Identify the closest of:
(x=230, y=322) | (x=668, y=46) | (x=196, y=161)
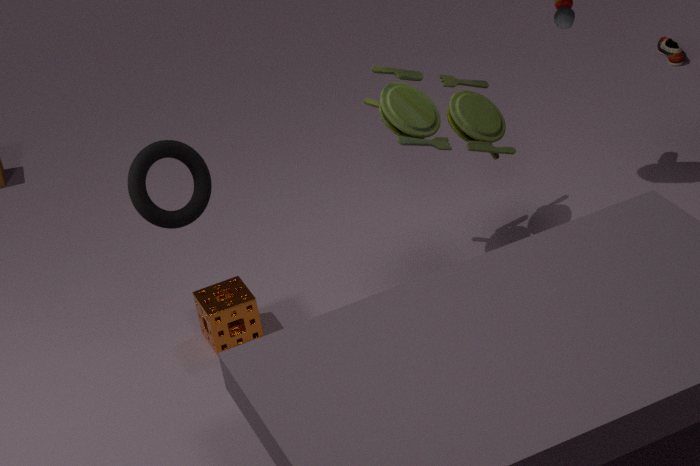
(x=196, y=161)
